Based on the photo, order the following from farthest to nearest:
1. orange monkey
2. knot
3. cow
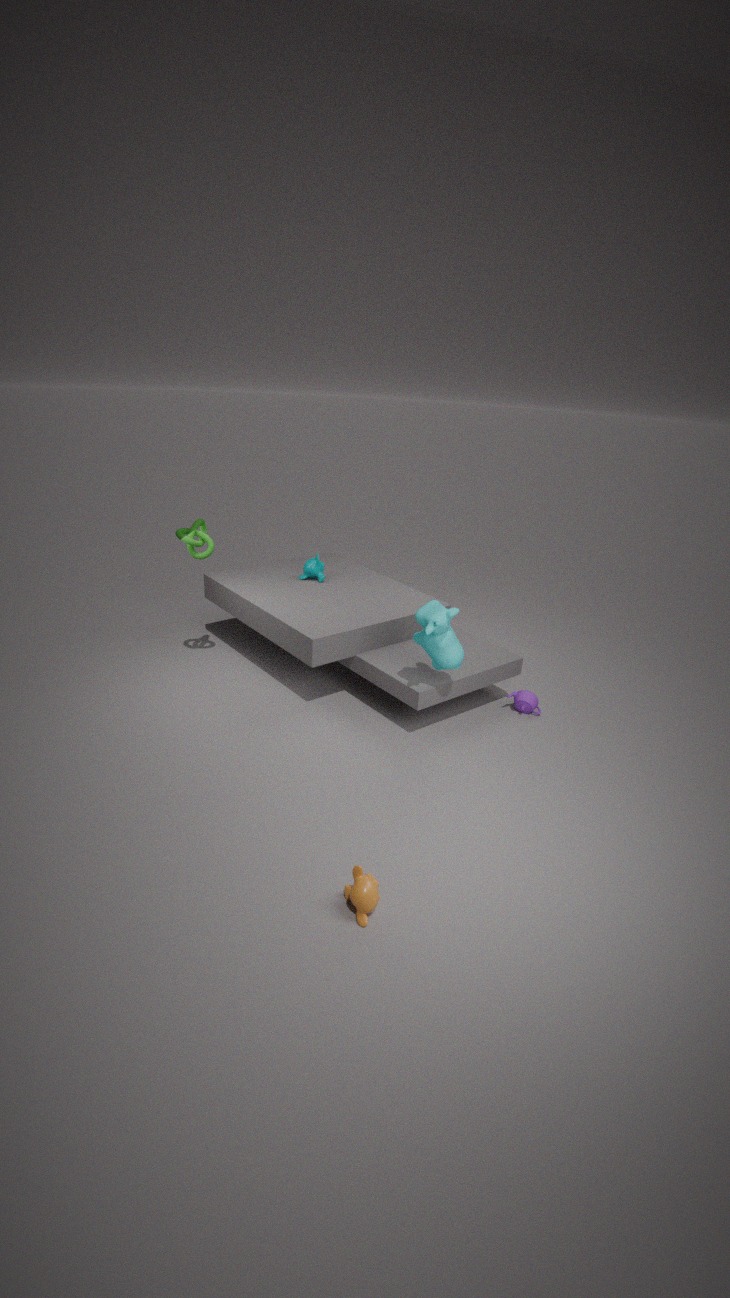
knot < cow < orange monkey
